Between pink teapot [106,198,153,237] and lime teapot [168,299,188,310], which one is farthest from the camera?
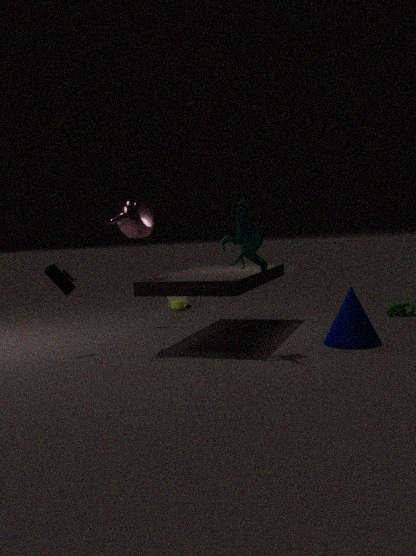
lime teapot [168,299,188,310]
